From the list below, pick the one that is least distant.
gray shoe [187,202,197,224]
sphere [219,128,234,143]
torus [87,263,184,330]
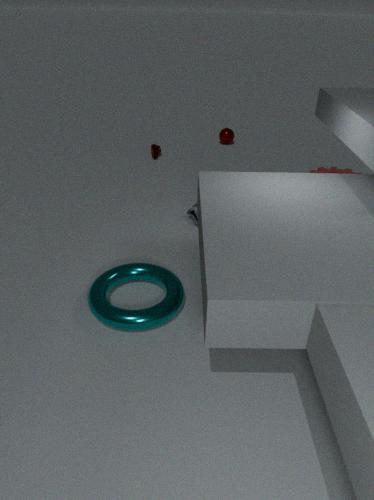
torus [87,263,184,330]
